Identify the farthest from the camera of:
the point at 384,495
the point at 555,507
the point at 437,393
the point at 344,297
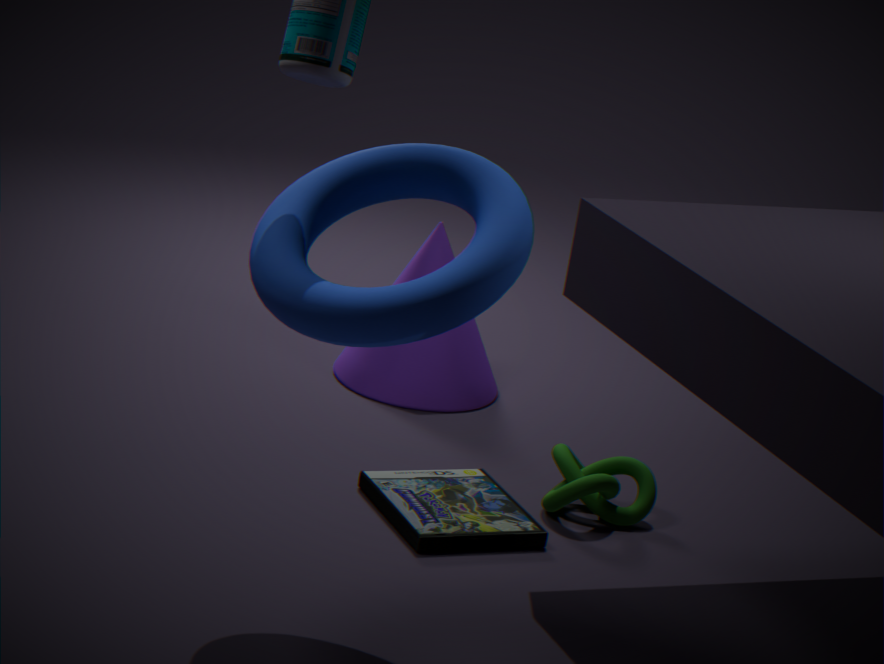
the point at 437,393
